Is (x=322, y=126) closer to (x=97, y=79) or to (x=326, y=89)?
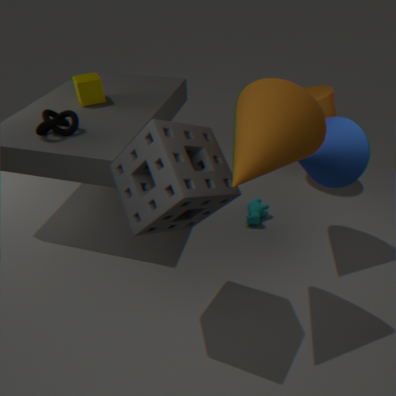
(x=326, y=89)
